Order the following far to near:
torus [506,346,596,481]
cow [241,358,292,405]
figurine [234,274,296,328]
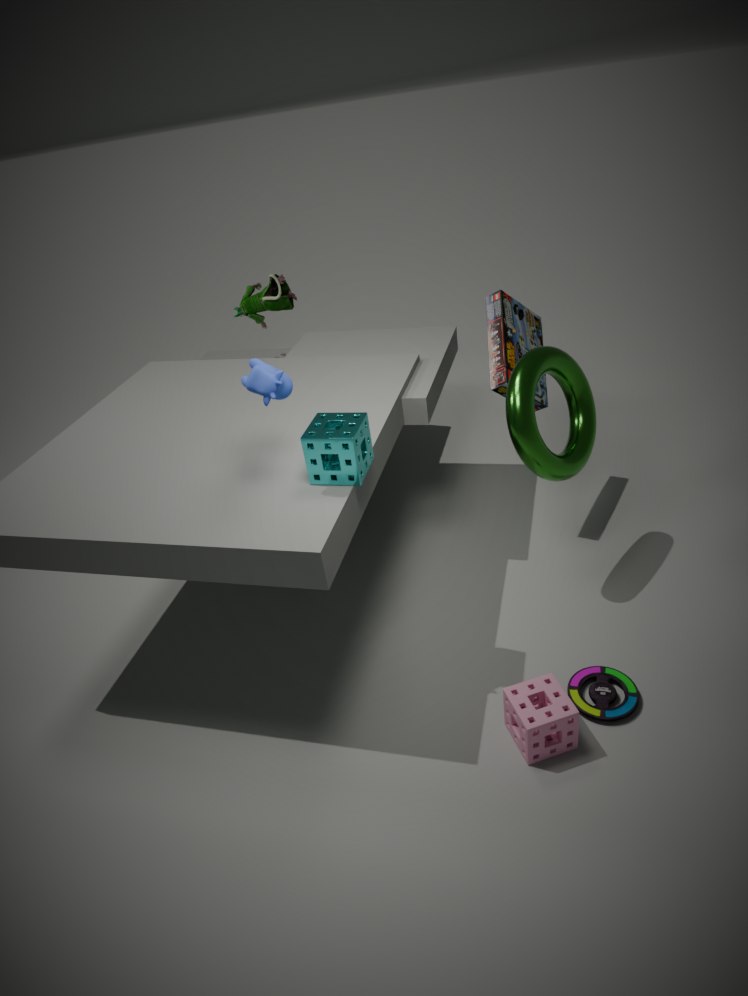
figurine [234,274,296,328] → torus [506,346,596,481] → cow [241,358,292,405]
